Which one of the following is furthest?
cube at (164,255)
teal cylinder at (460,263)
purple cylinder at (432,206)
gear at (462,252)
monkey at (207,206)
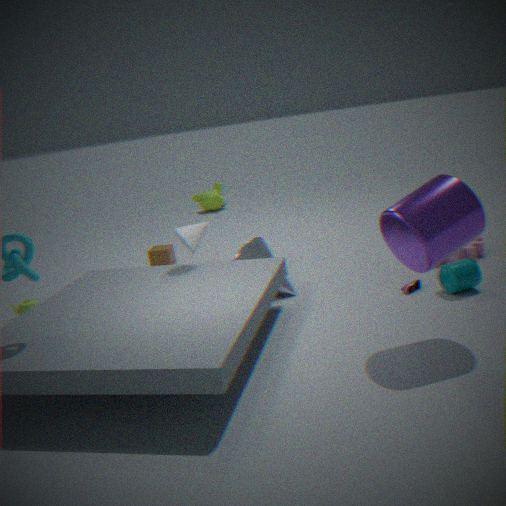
monkey at (207,206)
